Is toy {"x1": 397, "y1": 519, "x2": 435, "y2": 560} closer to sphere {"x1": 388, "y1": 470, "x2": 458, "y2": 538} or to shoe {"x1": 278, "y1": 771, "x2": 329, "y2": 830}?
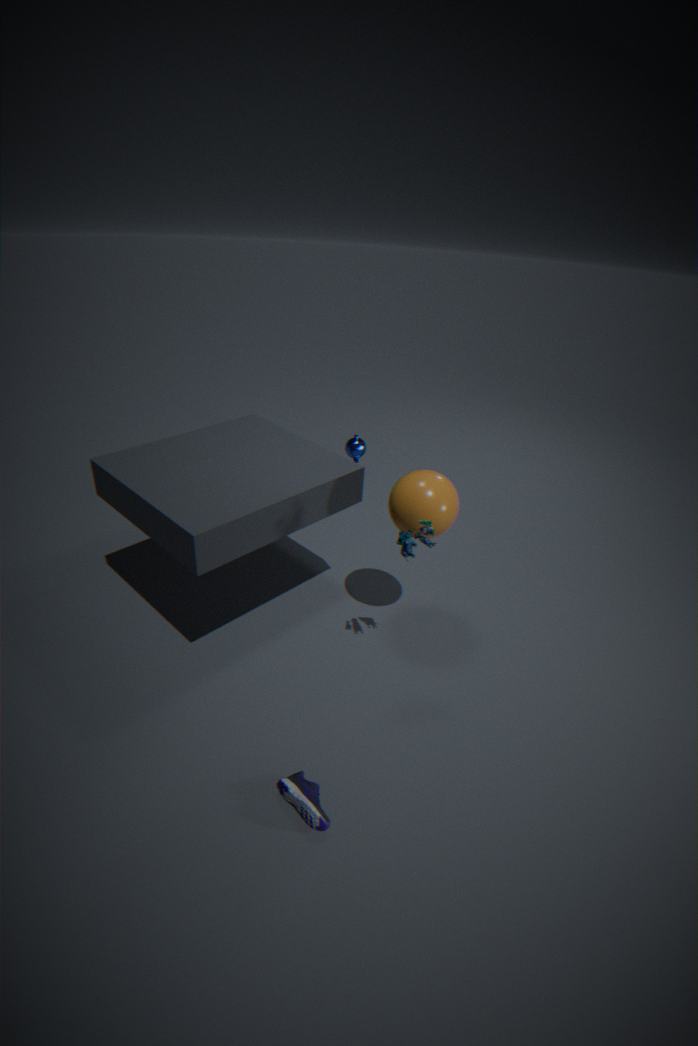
sphere {"x1": 388, "y1": 470, "x2": 458, "y2": 538}
